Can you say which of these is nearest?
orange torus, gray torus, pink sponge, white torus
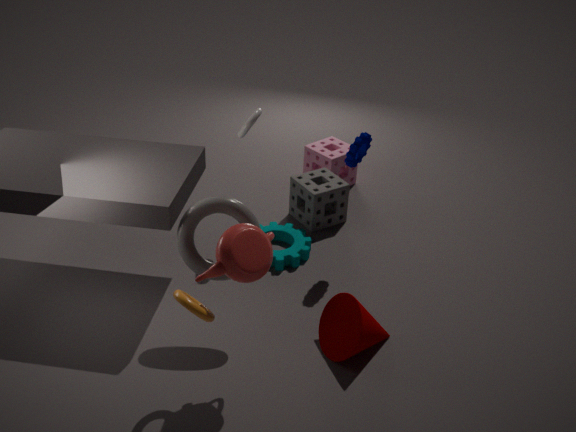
orange torus
